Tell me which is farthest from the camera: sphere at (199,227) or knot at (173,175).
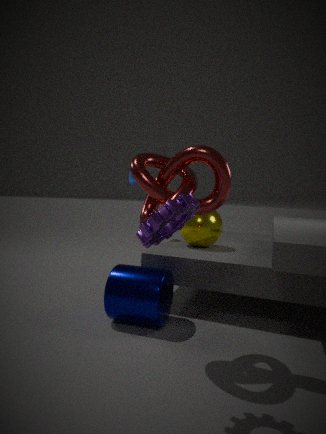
sphere at (199,227)
